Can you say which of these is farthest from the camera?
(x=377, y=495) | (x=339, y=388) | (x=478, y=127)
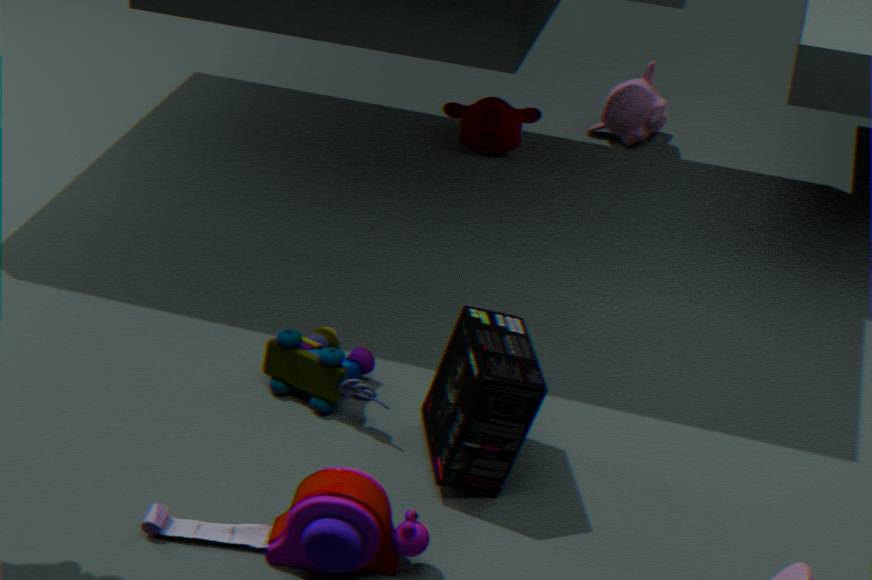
(x=478, y=127)
